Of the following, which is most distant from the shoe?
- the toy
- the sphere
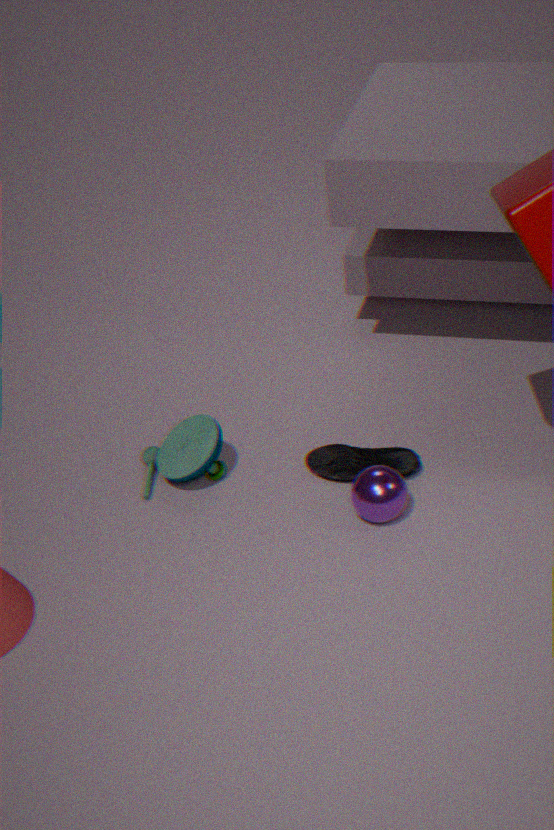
the toy
